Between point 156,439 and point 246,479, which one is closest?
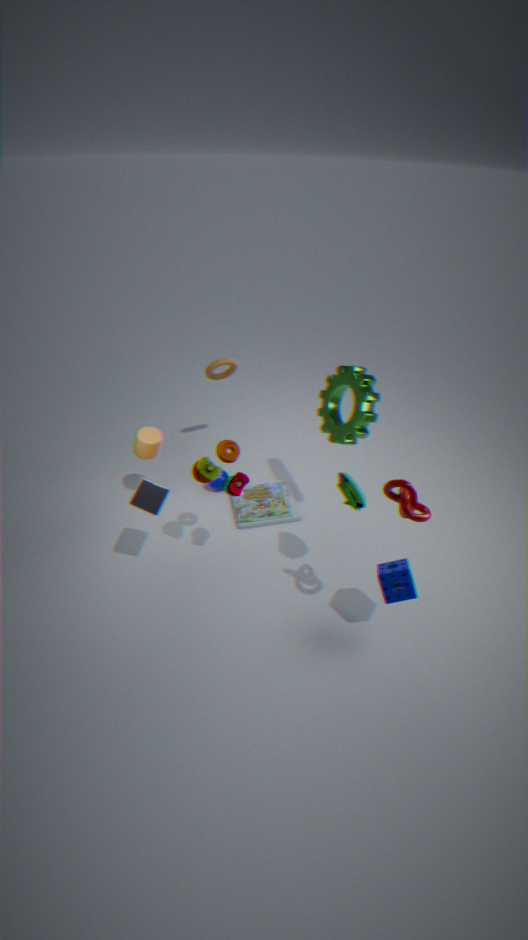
point 246,479
